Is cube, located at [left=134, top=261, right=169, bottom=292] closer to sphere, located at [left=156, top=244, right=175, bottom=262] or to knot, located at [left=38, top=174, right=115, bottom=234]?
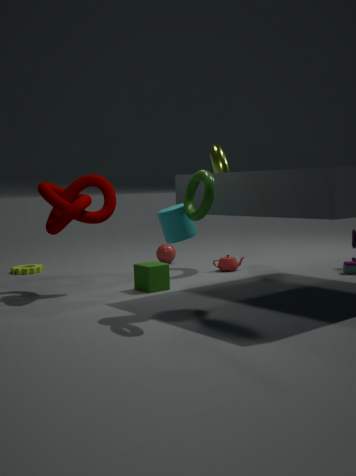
knot, located at [left=38, top=174, right=115, bottom=234]
